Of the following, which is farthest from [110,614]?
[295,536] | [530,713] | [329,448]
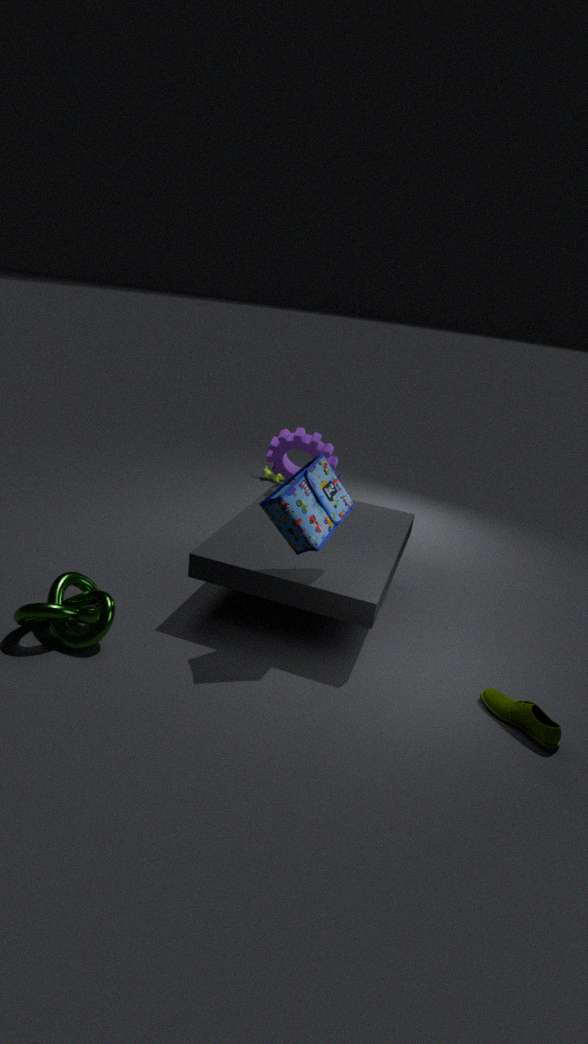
[530,713]
